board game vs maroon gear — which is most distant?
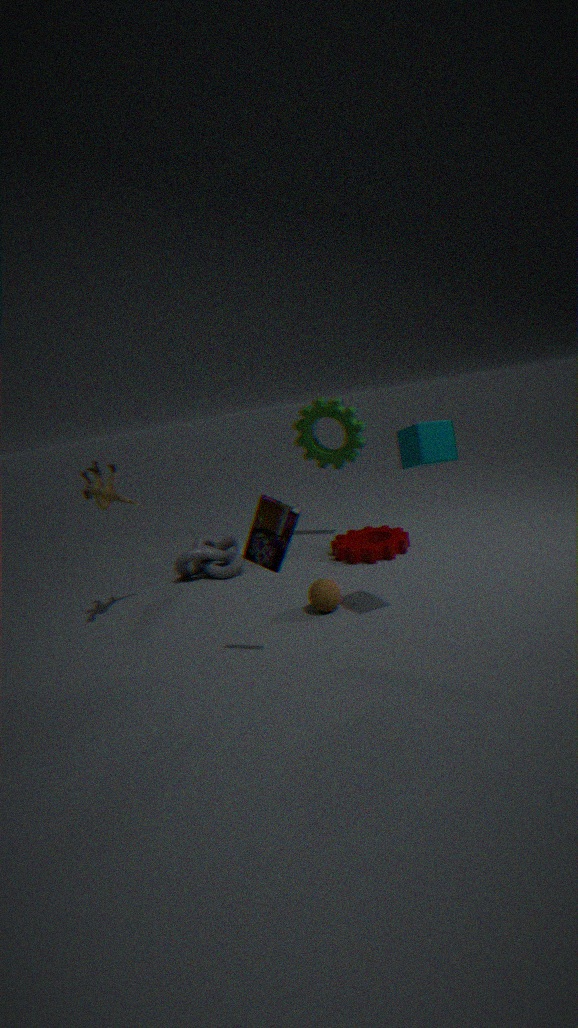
maroon gear
